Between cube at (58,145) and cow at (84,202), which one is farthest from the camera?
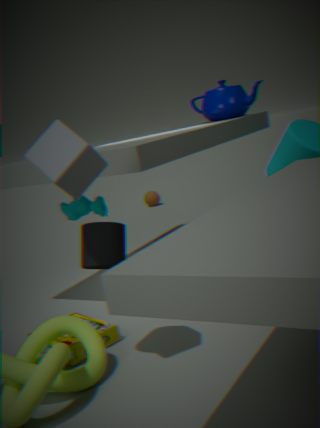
cow at (84,202)
